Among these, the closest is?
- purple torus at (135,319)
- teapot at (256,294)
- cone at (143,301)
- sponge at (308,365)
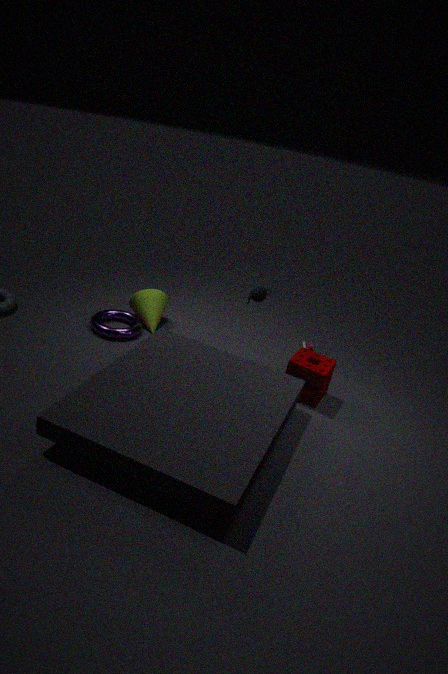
sponge at (308,365)
